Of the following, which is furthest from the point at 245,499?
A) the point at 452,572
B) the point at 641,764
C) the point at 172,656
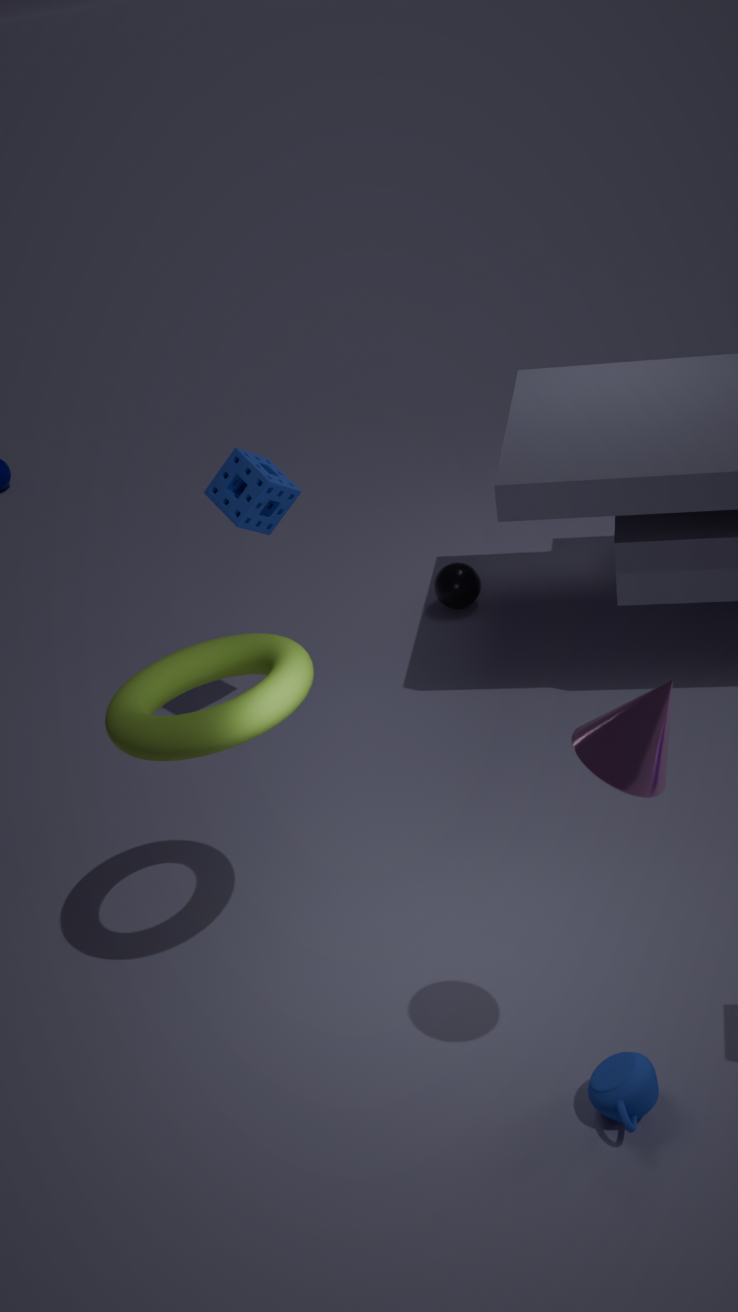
the point at 641,764
